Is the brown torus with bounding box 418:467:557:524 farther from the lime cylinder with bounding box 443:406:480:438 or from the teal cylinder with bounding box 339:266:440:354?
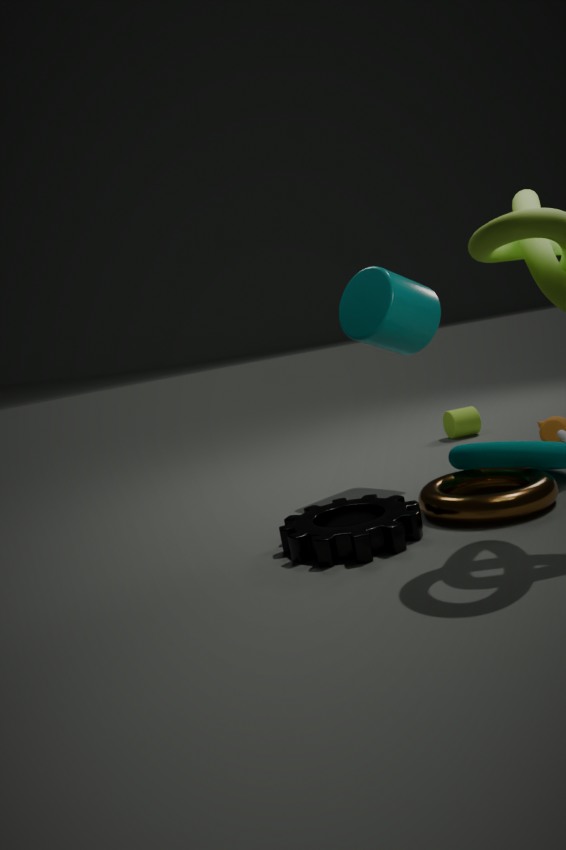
the lime cylinder with bounding box 443:406:480:438
